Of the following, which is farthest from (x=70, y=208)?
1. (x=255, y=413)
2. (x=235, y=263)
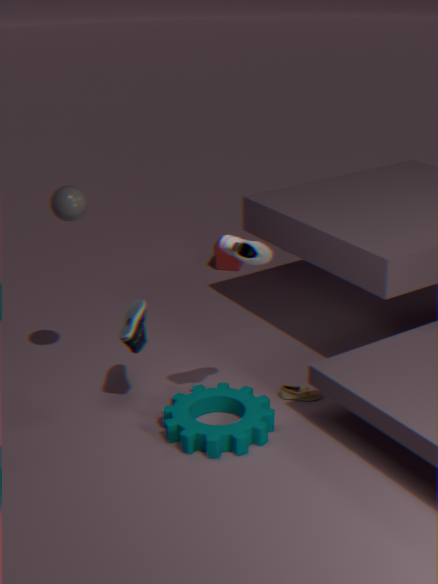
(x=235, y=263)
